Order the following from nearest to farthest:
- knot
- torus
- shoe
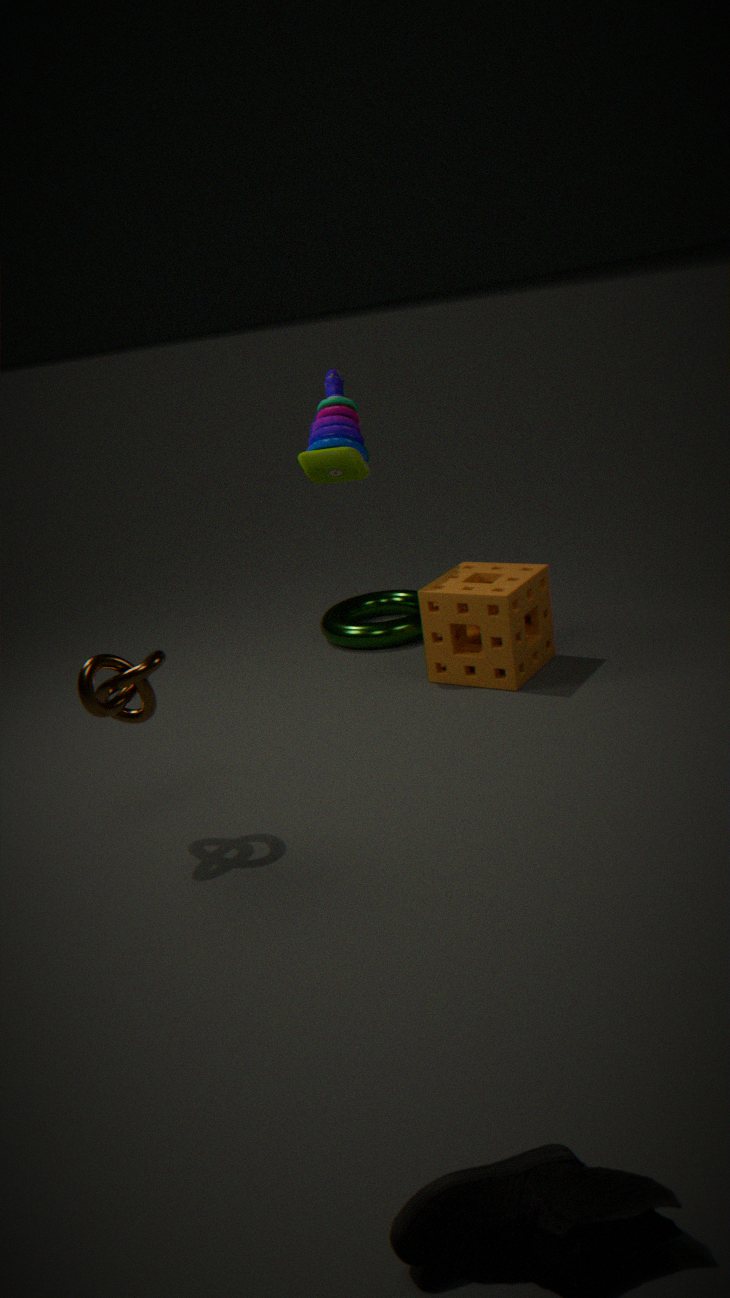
1. shoe
2. knot
3. torus
